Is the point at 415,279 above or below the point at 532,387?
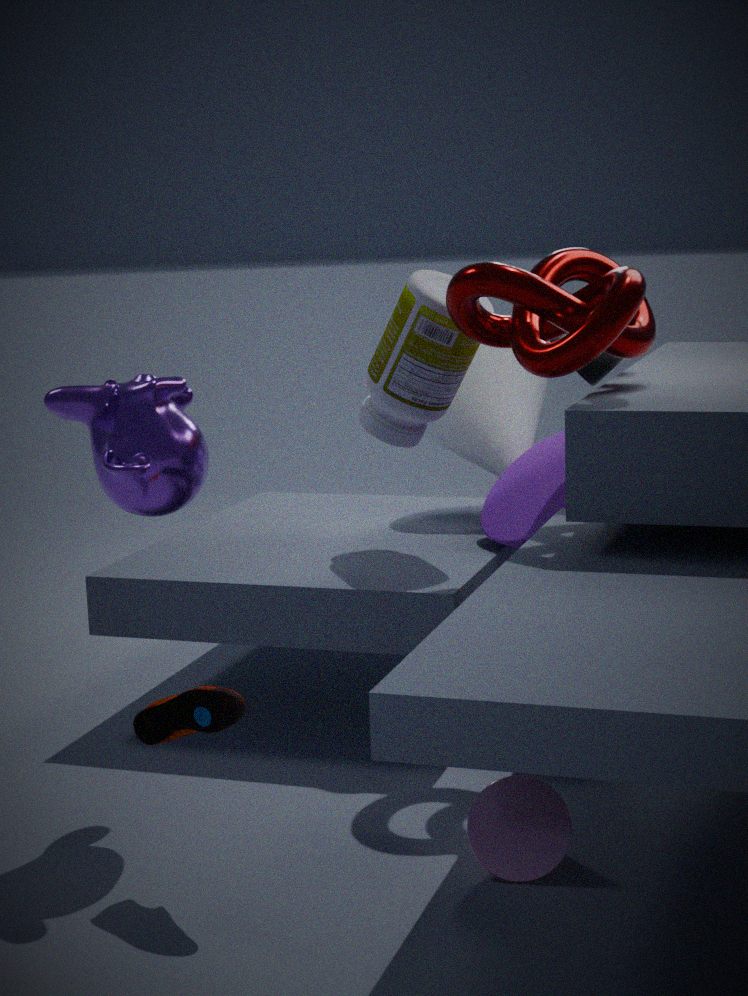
above
